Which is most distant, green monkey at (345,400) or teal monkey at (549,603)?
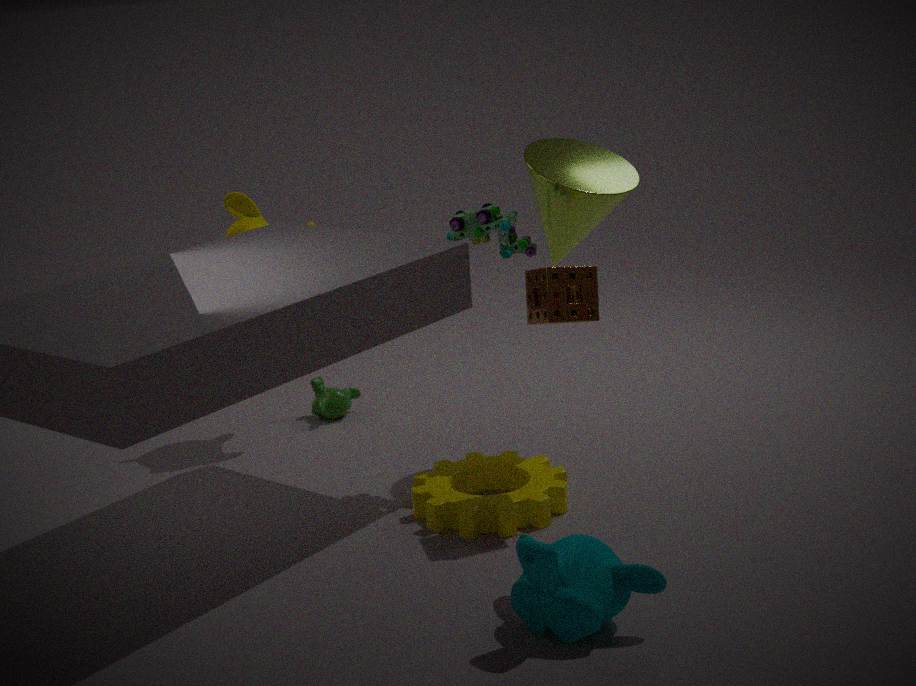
green monkey at (345,400)
